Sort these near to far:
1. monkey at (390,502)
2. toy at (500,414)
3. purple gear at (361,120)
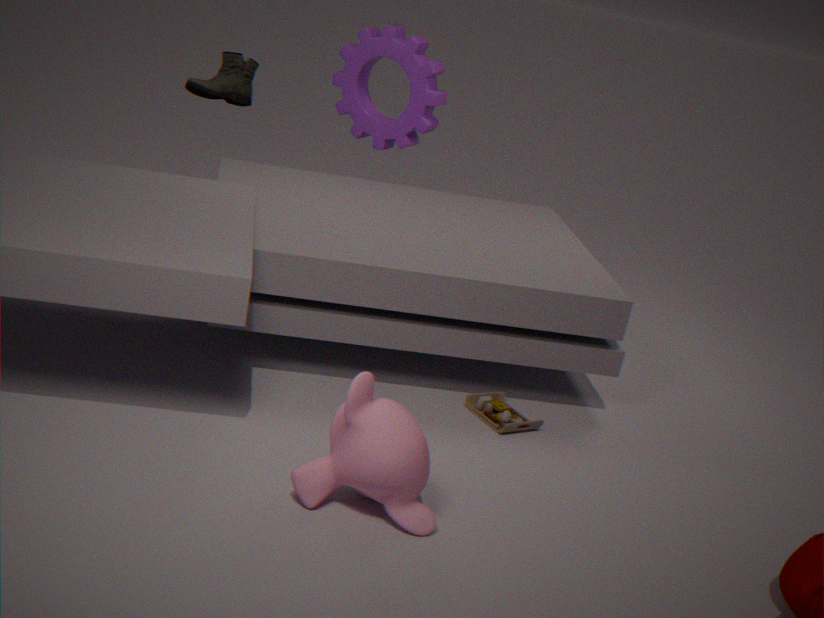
1. monkey at (390,502)
2. toy at (500,414)
3. purple gear at (361,120)
